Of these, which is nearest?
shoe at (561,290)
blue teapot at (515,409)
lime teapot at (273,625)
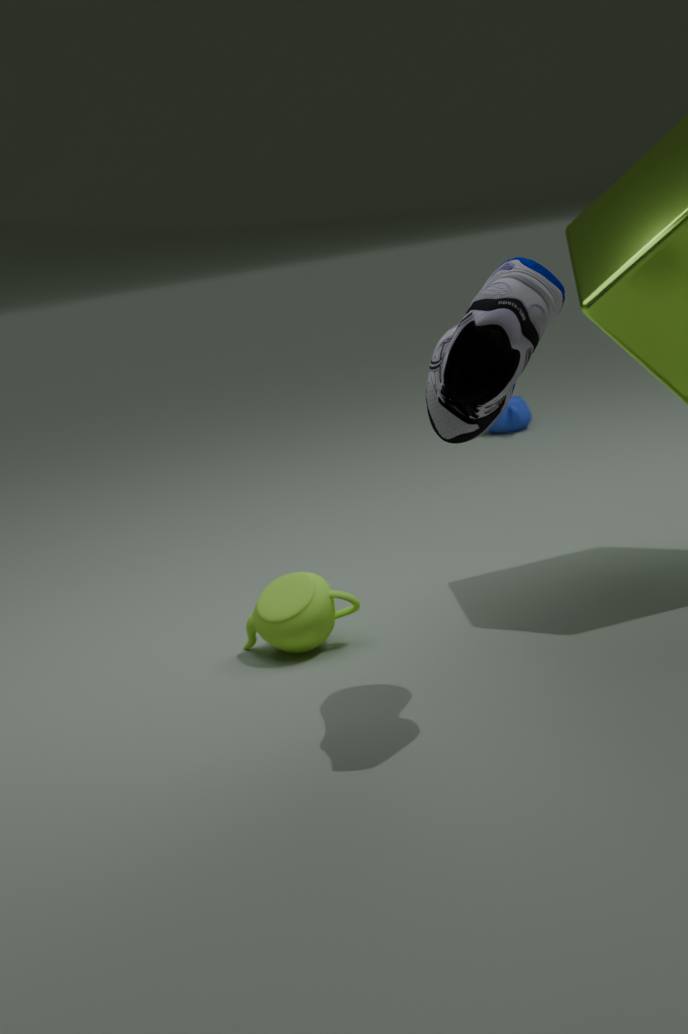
shoe at (561,290)
